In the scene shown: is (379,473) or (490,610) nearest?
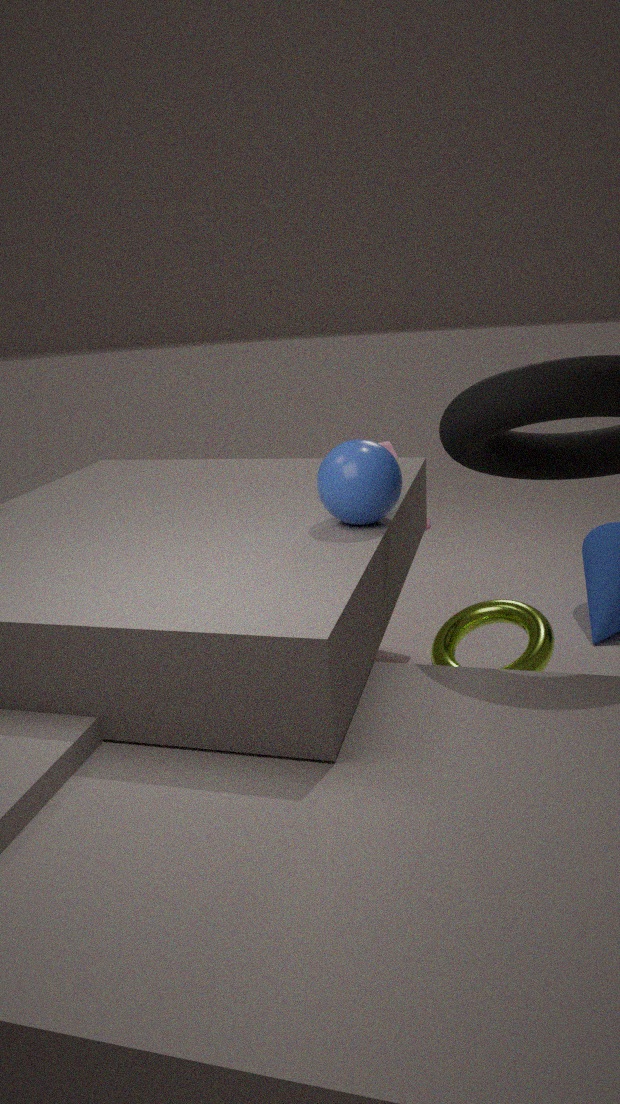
(379,473)
